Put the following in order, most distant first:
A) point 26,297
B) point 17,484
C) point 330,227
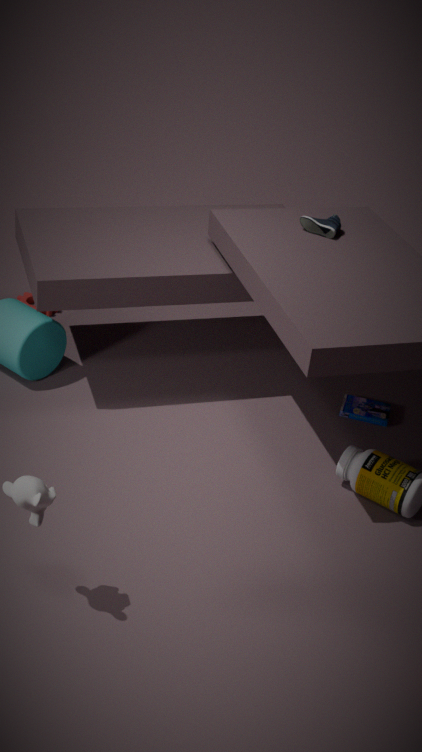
1. point 26,297
2. point 330,227
3. point 17,484
